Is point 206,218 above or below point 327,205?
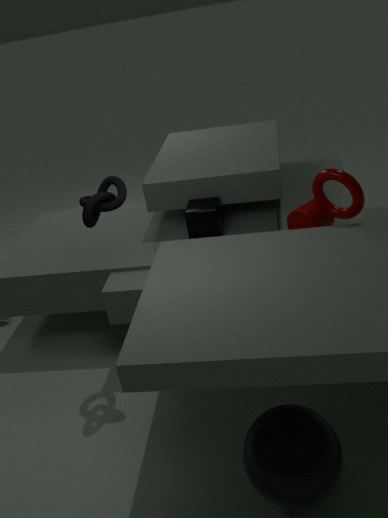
below
